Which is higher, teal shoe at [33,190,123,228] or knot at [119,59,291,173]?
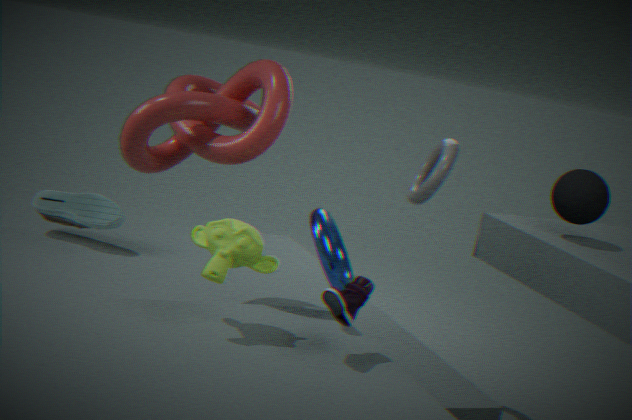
knot at [119,59,291,173]
